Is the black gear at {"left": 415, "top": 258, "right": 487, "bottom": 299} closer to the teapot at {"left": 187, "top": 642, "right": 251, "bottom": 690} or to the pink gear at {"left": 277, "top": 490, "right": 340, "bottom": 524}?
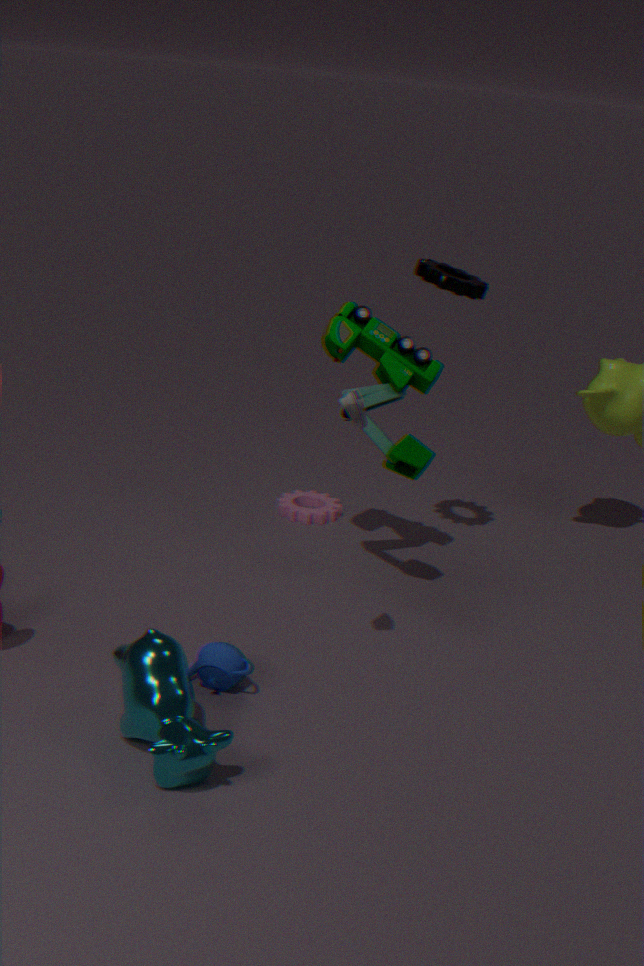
the pink gear at {"left": 277, "top": 490, "right": 340, "bottom": 524}
